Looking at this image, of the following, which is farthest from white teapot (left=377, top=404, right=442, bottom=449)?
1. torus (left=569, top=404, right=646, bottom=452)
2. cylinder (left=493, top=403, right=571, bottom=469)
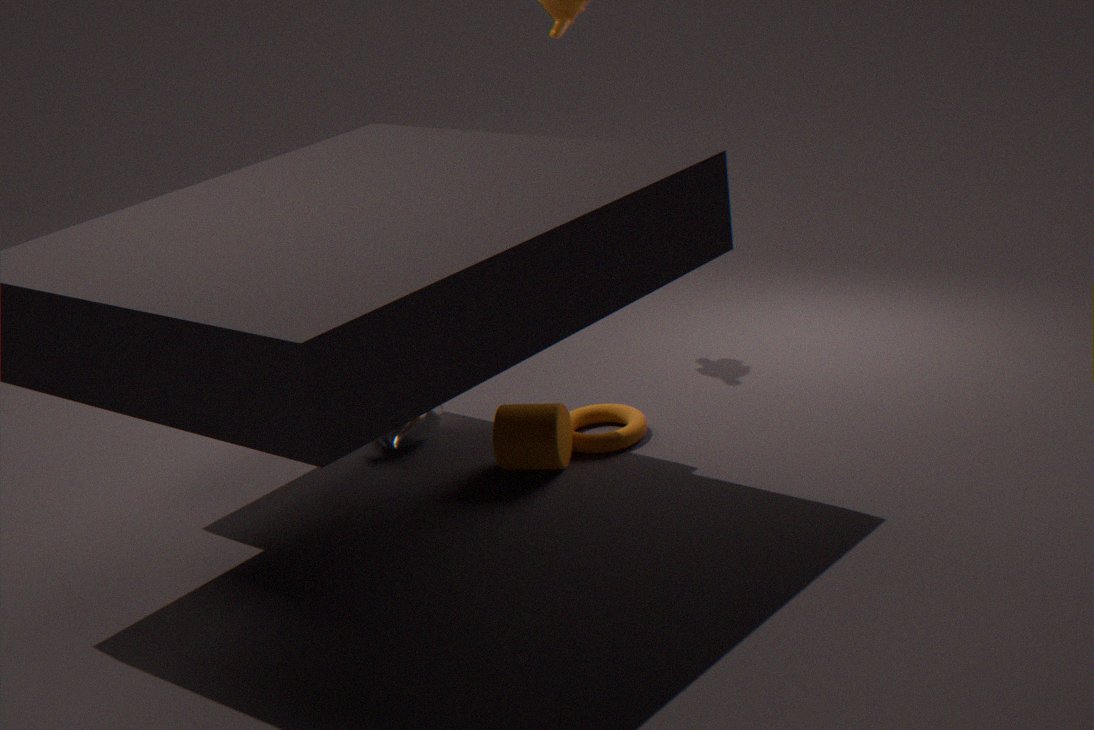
torus (left=569, top=404, right=646, bottom=452)
